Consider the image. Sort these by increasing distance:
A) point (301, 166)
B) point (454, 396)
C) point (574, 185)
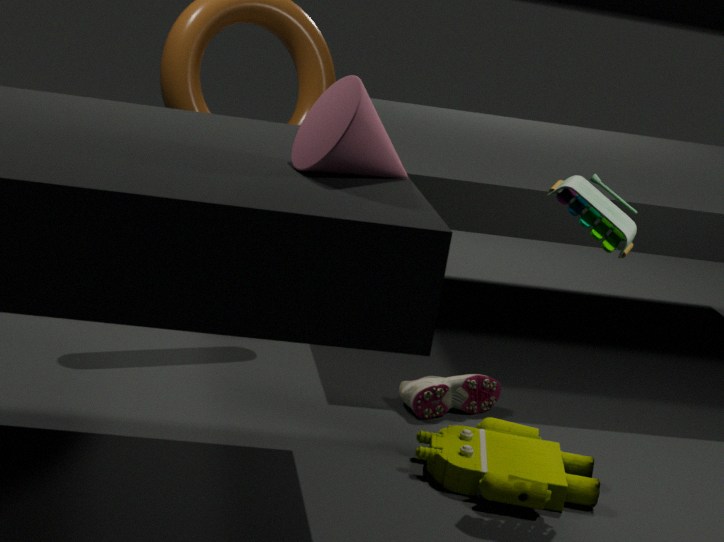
point (301, 166), point (574, 185), point (454, 396)
